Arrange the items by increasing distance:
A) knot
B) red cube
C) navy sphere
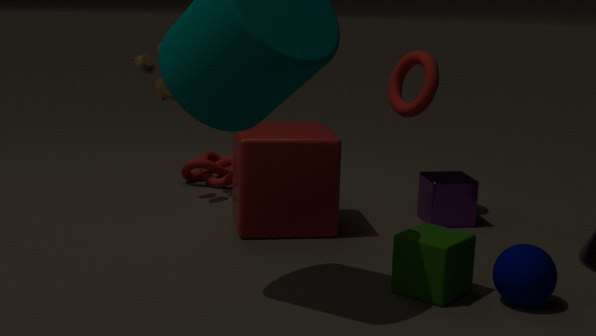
navy sphere → red cube → knot
